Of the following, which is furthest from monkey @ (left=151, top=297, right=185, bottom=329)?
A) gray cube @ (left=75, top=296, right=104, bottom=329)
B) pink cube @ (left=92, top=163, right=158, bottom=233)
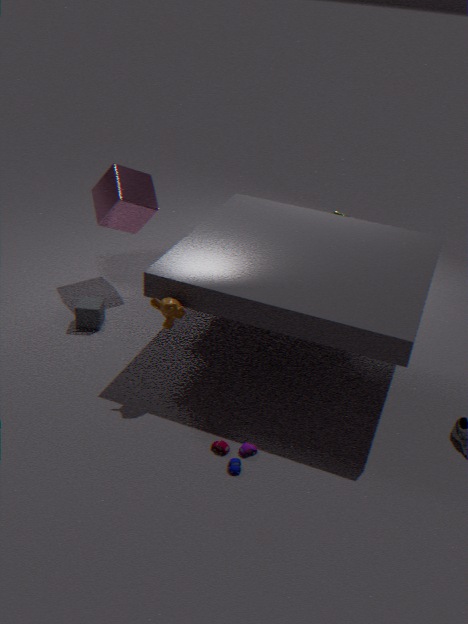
pink cube @ (left=92, top=163, right=158, bottom=233)
